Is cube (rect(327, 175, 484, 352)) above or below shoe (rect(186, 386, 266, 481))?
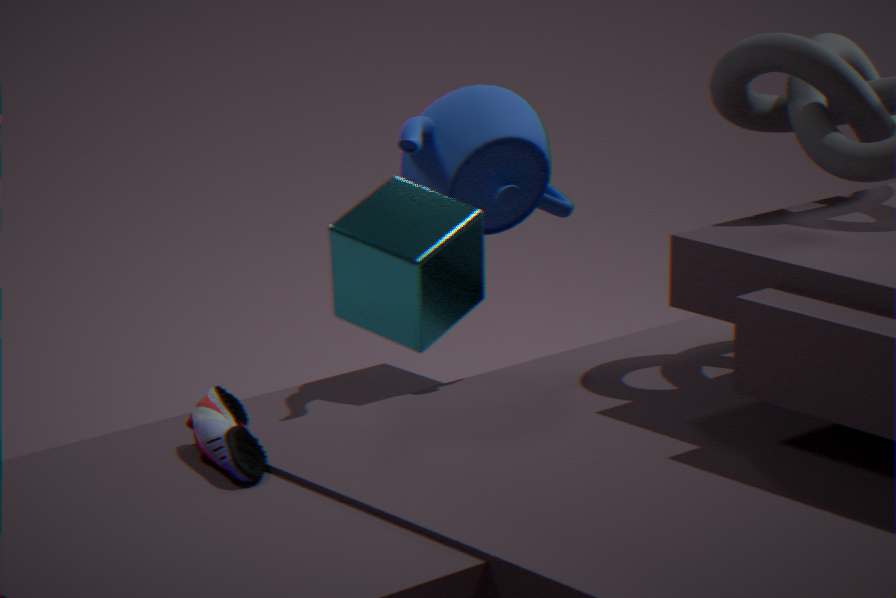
above
